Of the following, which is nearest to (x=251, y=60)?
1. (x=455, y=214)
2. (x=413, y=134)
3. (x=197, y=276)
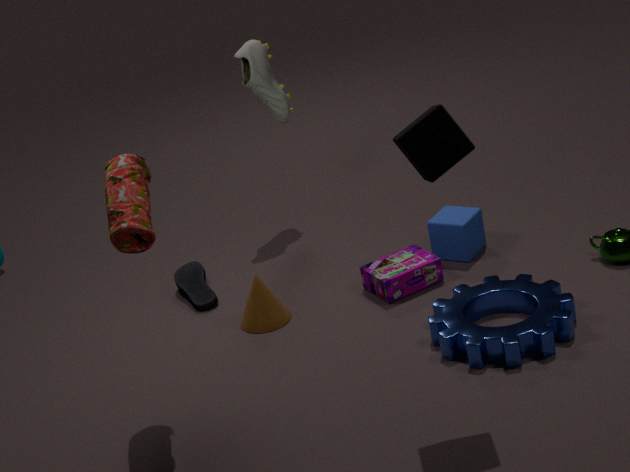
(x=197, y=276)
